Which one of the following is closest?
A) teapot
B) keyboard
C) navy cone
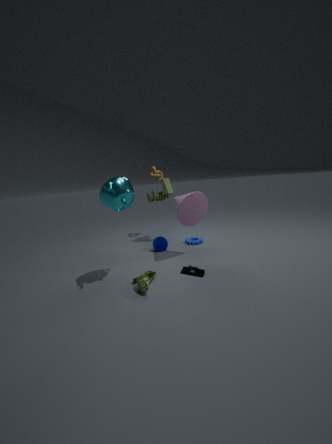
teapot
